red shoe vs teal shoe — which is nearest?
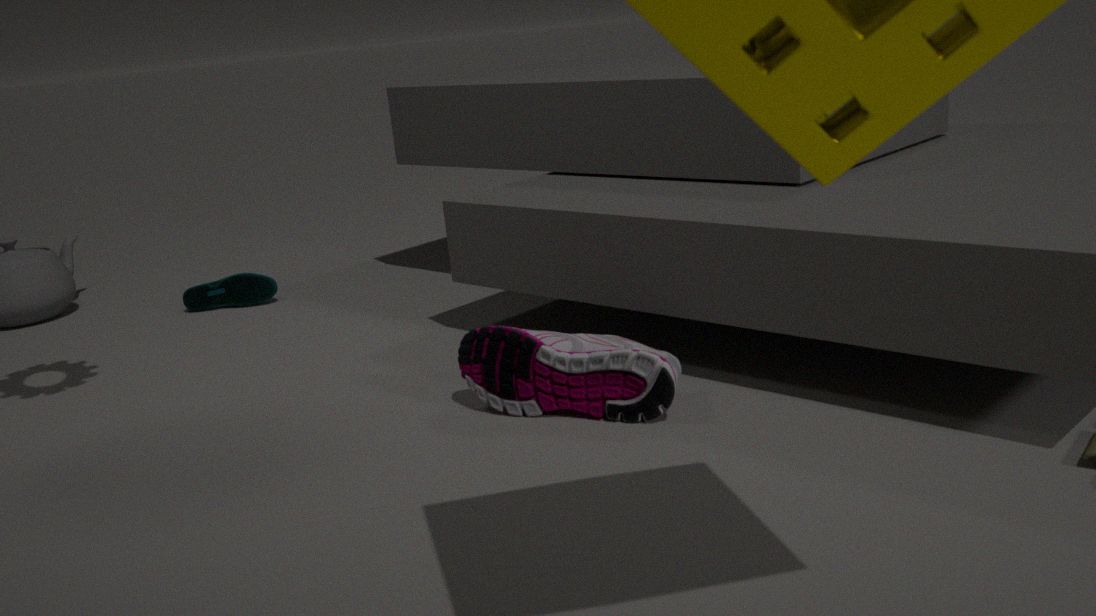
red shoe
